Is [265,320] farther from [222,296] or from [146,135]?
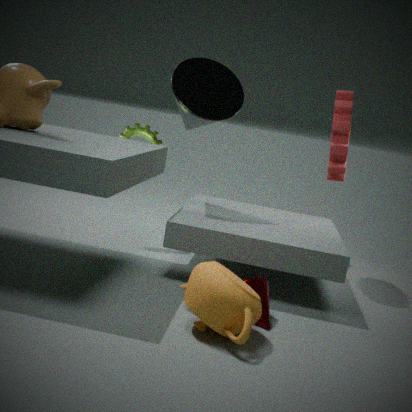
[146,135]
